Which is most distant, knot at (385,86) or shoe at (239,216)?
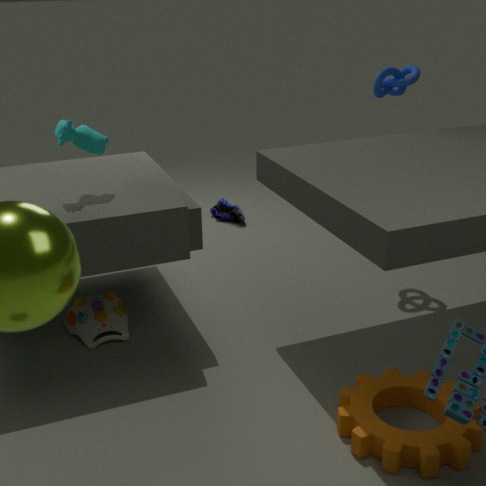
shoe at (239,216)
